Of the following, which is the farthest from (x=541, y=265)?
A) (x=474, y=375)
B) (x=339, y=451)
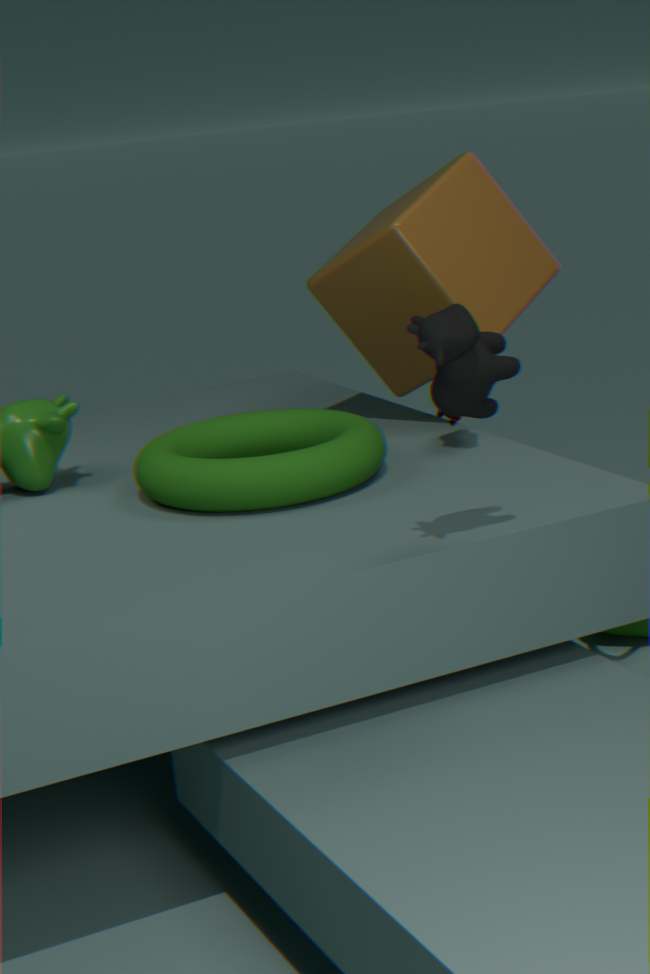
(x=474, y=375)
